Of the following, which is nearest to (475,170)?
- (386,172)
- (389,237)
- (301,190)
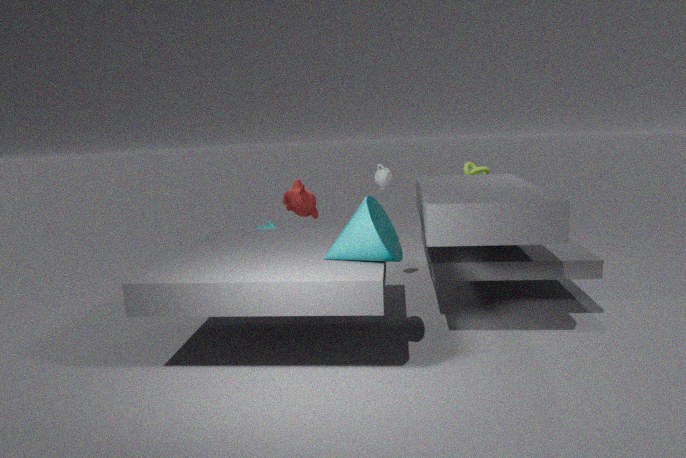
(386,172)
